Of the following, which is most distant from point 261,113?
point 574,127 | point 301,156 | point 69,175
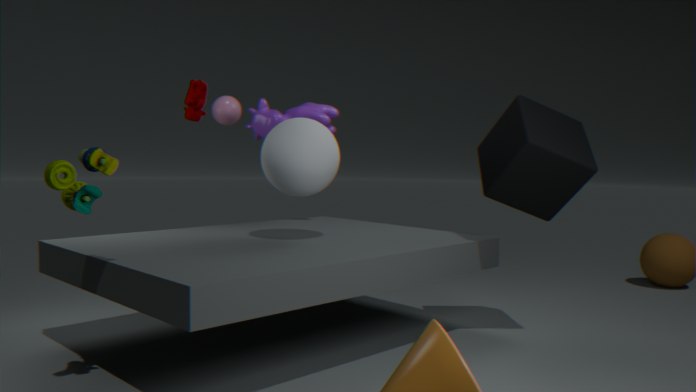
point 69,175
